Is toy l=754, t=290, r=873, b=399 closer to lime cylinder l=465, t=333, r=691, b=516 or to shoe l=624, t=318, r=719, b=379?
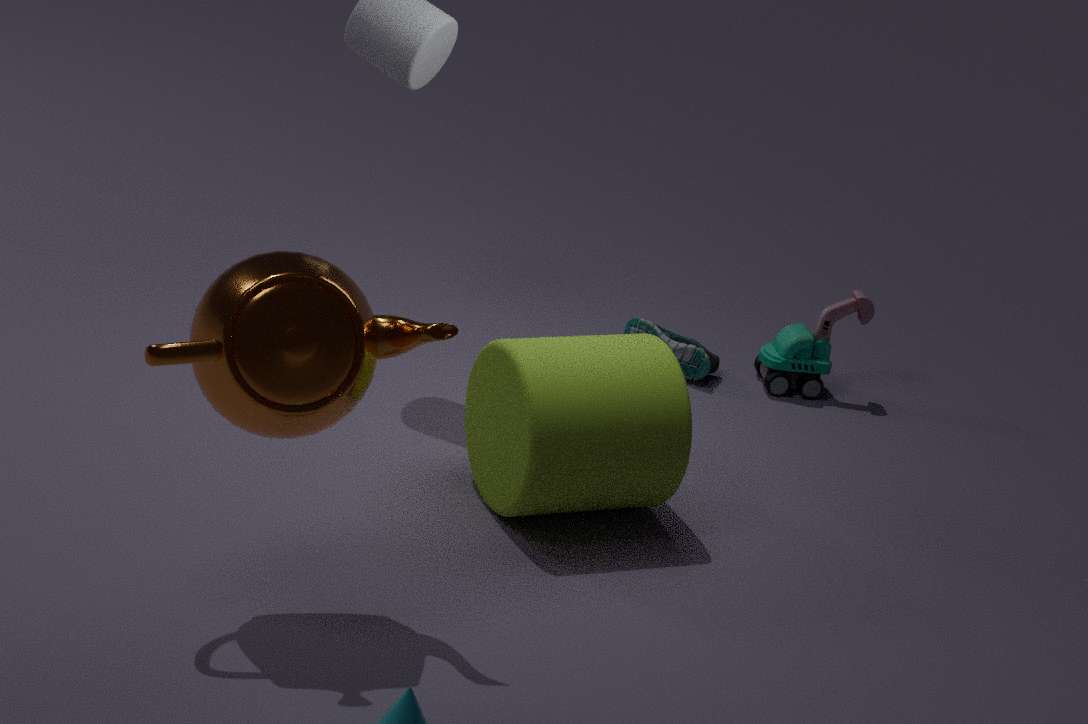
shoe l=624, t=318, r=719, b=379
